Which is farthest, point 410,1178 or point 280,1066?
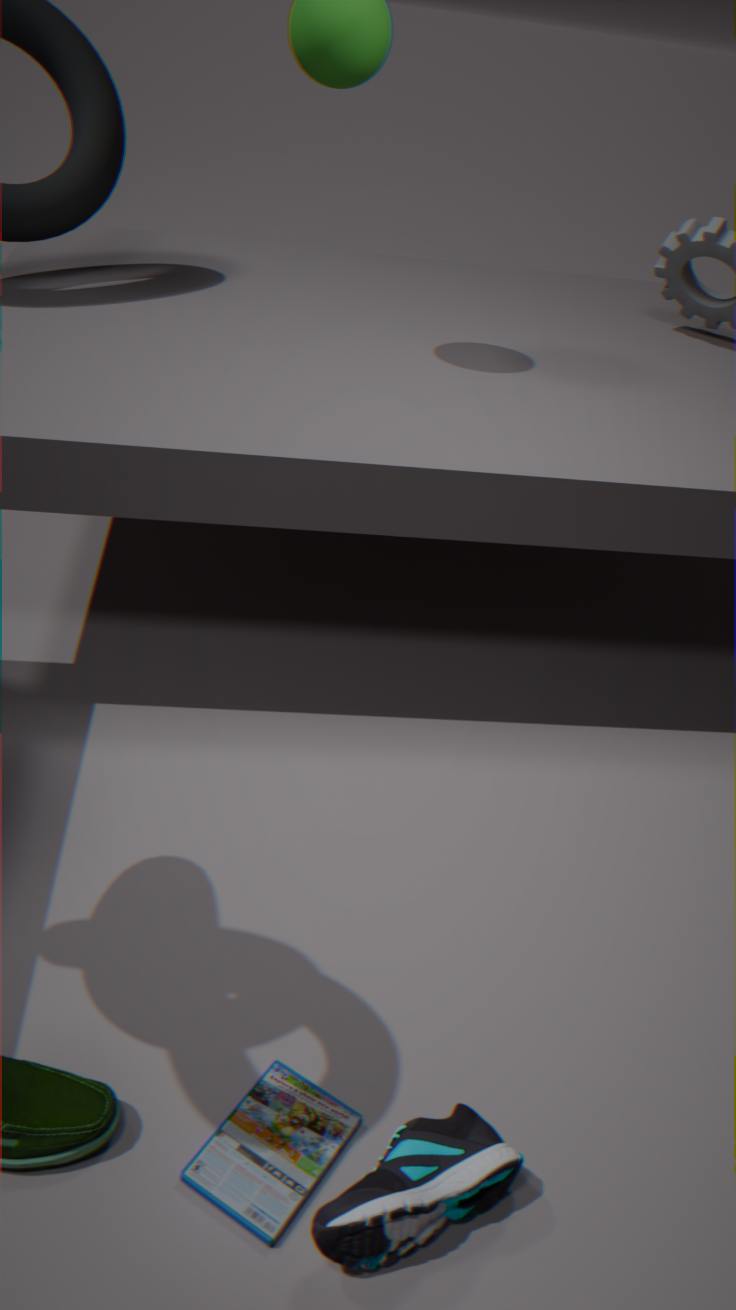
point 280,1066
